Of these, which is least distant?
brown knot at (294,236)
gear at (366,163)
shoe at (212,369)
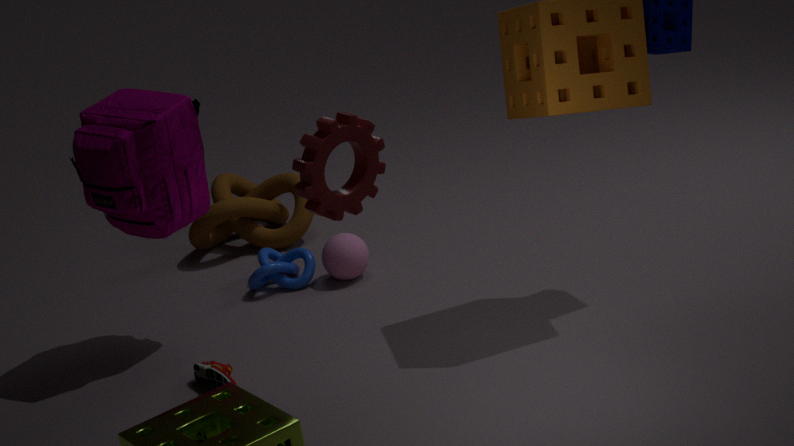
gear at (366,163)
